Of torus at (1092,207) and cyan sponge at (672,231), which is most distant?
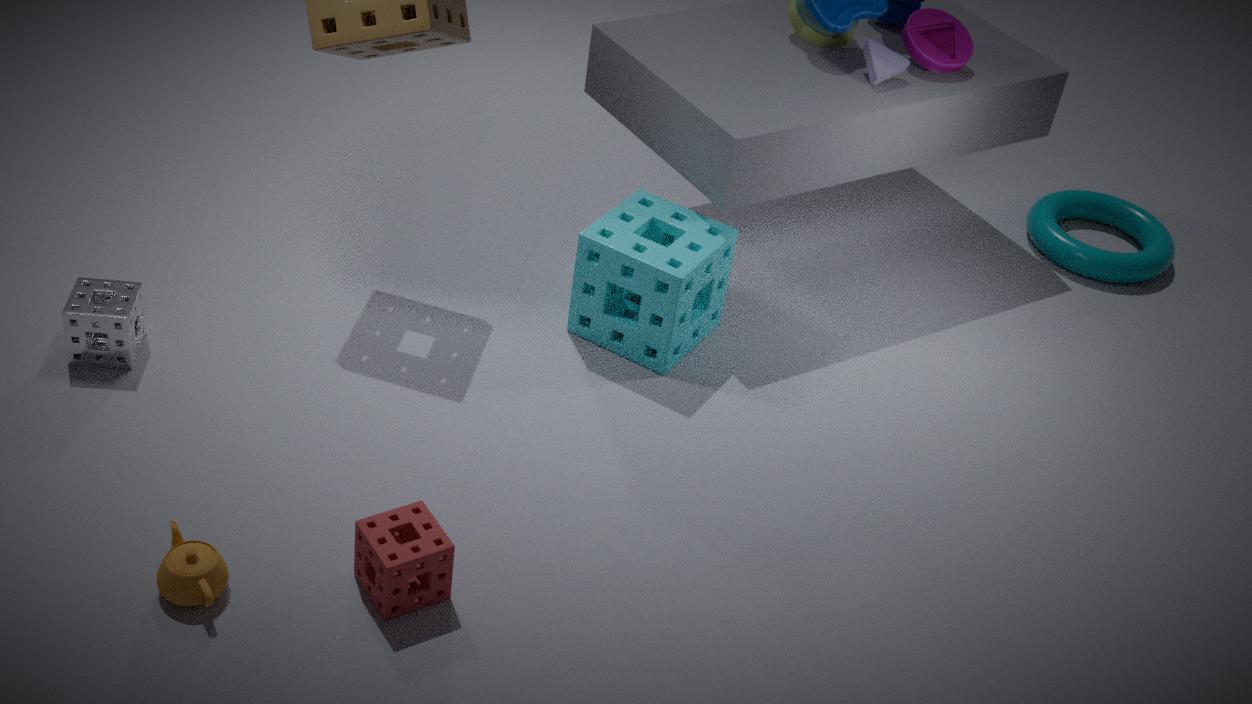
torus at (1092,207)
